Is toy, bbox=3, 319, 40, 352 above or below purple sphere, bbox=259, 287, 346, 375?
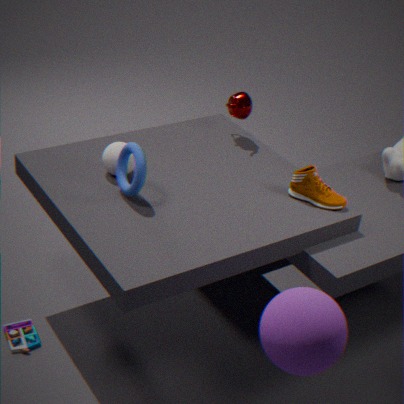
below
